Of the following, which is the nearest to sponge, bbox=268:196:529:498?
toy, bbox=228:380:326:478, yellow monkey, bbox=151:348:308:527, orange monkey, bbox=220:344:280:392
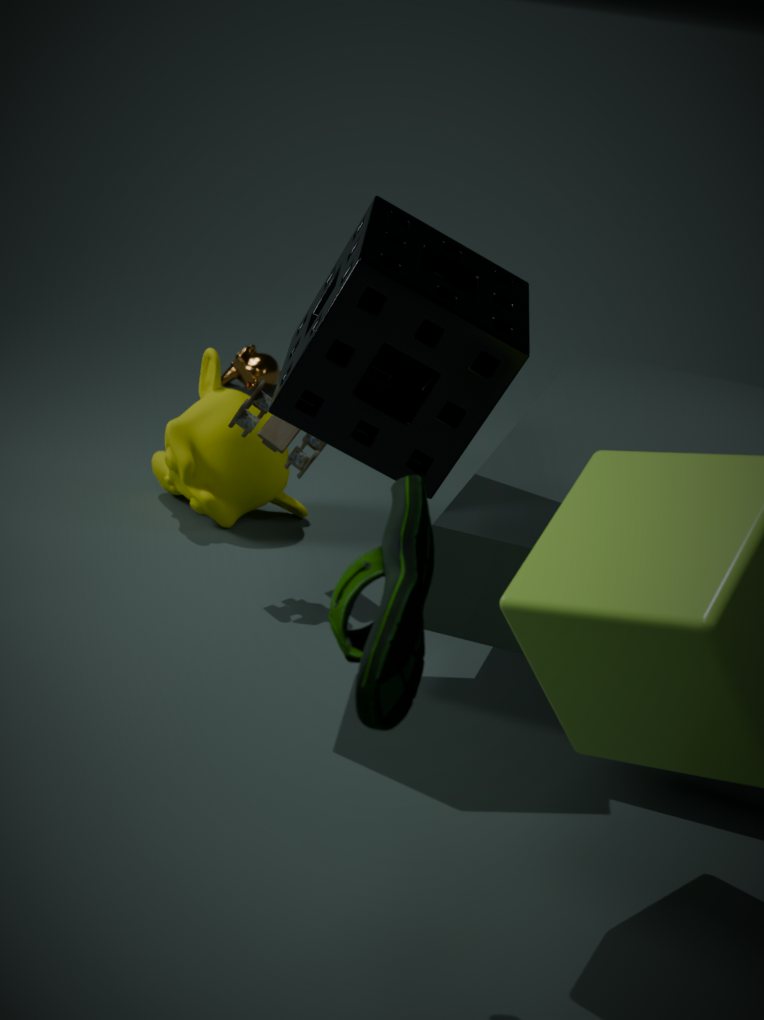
toy, bbox=228:380:326:478
